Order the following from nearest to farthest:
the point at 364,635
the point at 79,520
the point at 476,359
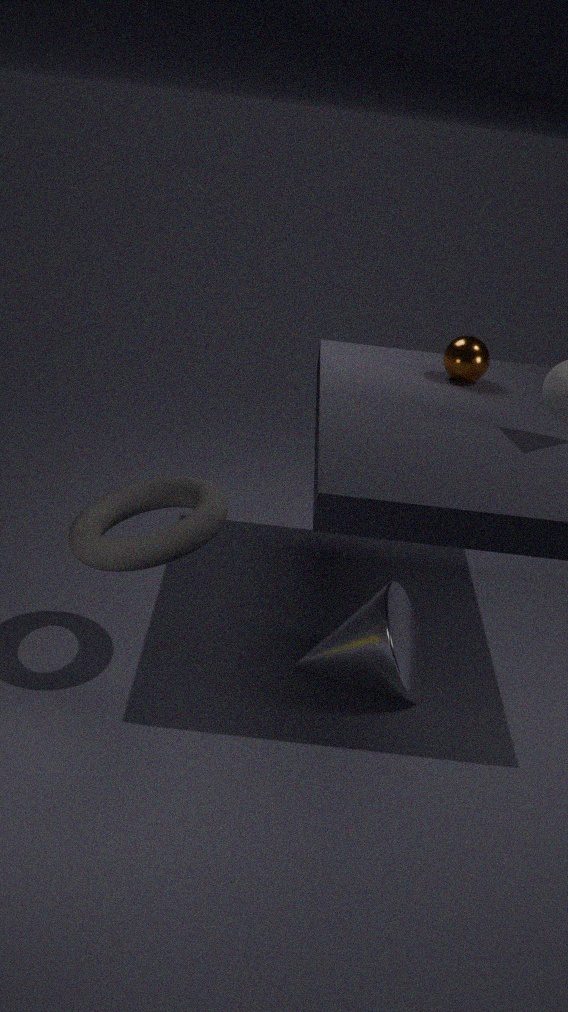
1. the point at 79,520
2. the point at 364,635
3. the point at 476,359
